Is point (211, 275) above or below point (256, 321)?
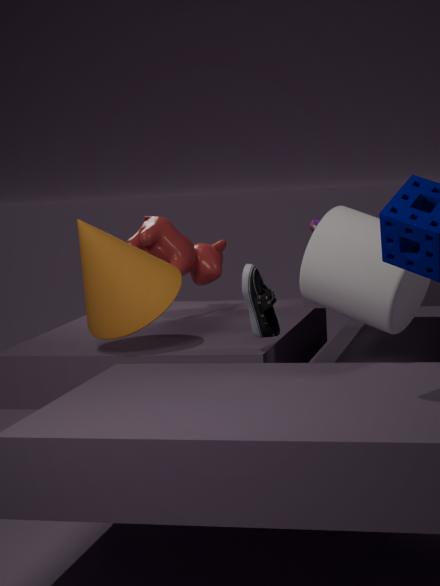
above
